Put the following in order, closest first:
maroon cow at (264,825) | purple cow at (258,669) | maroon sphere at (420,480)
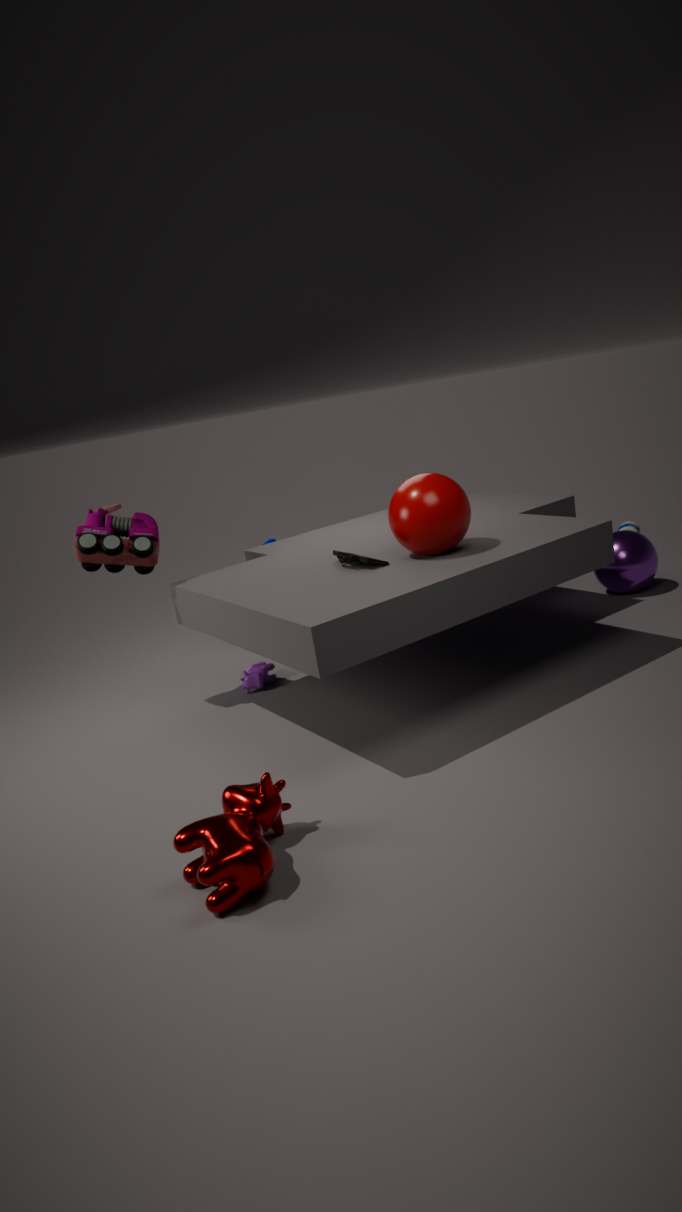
1. maroon cow at (264,825)
2. maroon sphere at (420,480)
3. purple cow at (258,669)
